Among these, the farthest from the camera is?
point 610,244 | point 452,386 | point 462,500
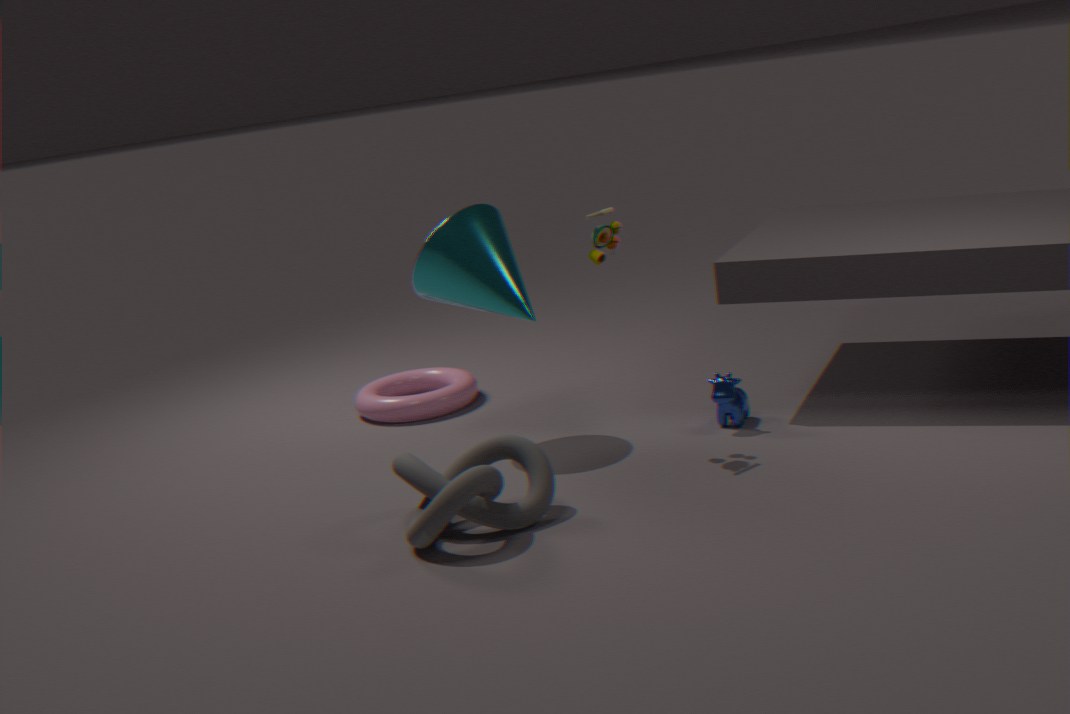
point 452,386
